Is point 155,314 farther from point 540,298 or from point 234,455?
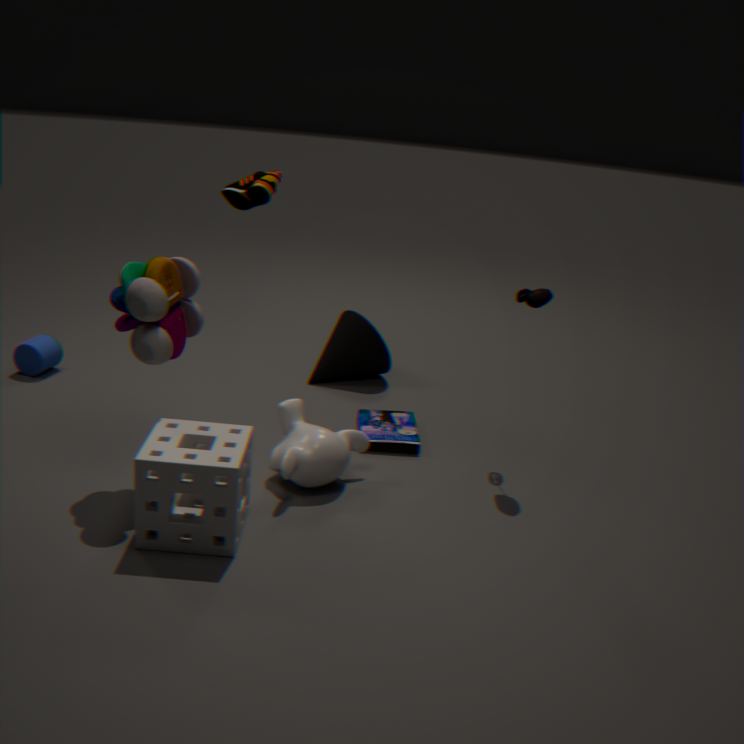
point 540,298
